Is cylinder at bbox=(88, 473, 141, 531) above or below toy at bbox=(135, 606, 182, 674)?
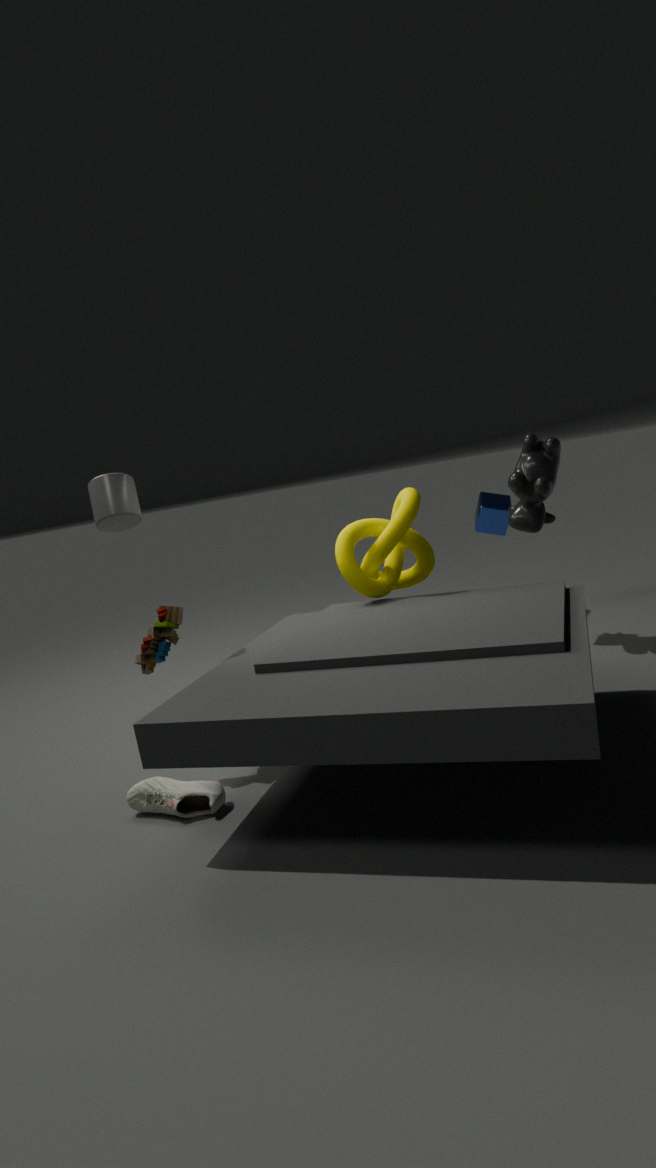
above
